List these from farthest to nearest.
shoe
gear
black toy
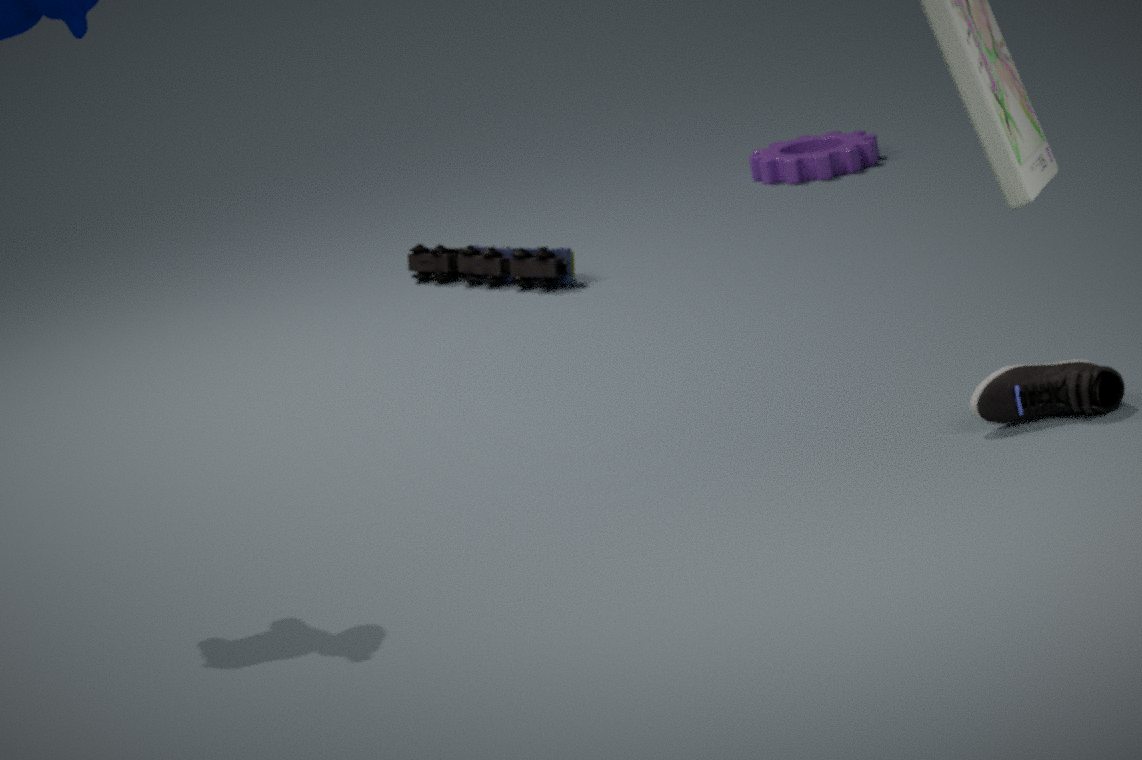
gear < black toy < shoe
